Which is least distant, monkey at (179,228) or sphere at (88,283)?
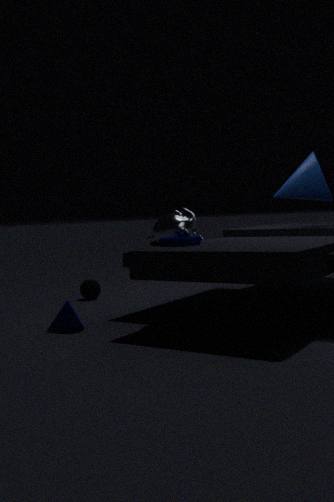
monkey at (179,228)
